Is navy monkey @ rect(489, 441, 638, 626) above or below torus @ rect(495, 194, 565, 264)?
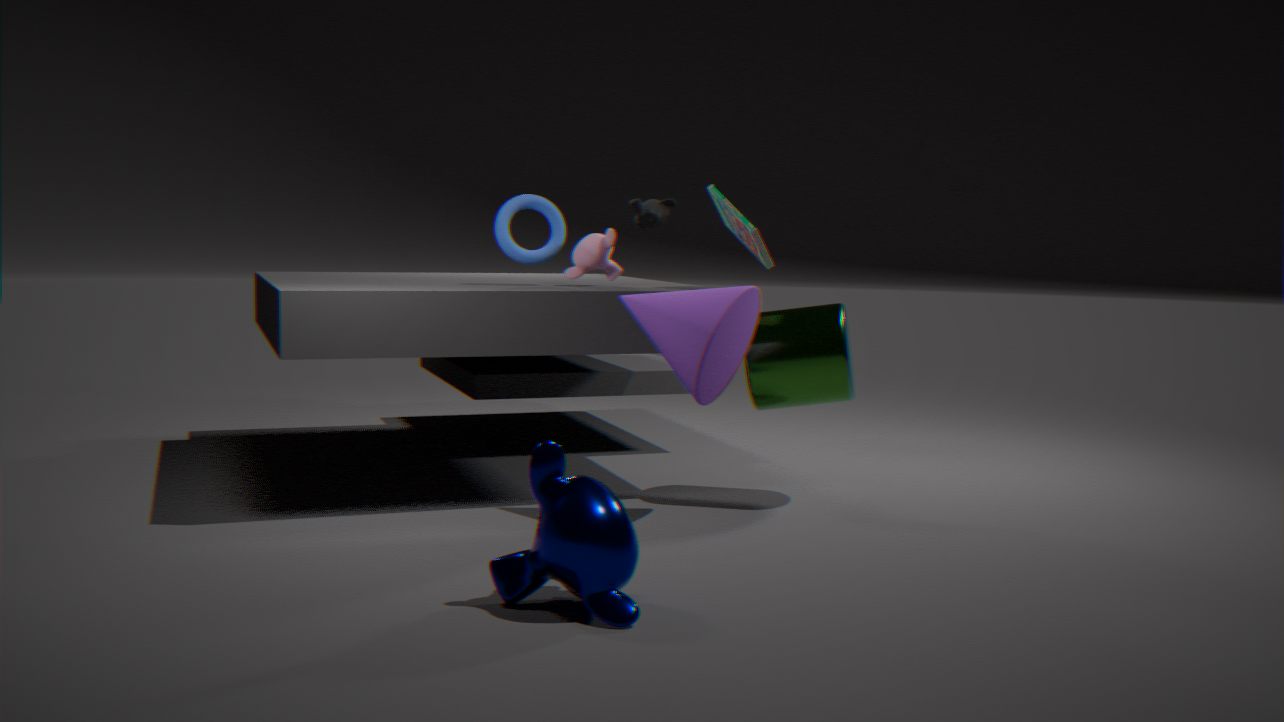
below
